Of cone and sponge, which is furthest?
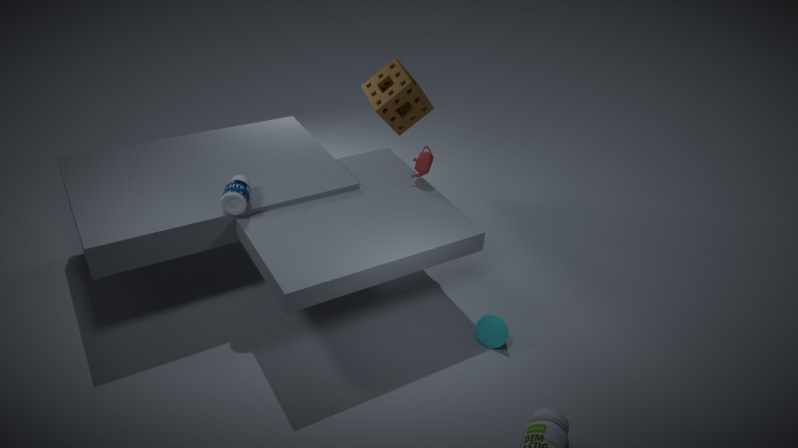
sponge
